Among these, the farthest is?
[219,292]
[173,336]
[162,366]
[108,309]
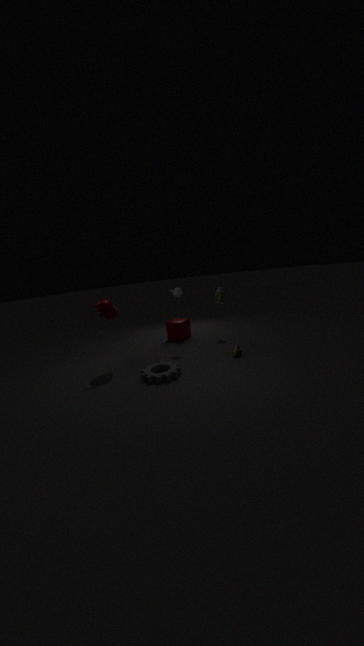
[173,336]
